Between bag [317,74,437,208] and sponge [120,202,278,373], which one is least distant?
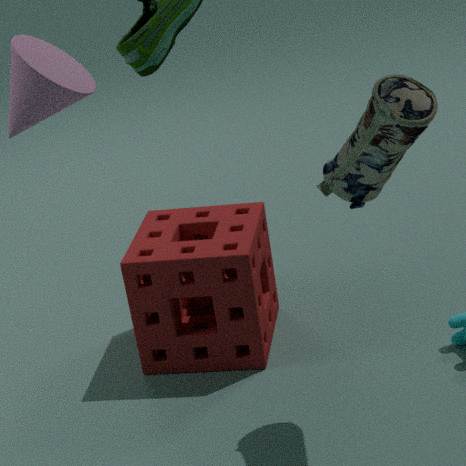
bag [317,74,437,208]
